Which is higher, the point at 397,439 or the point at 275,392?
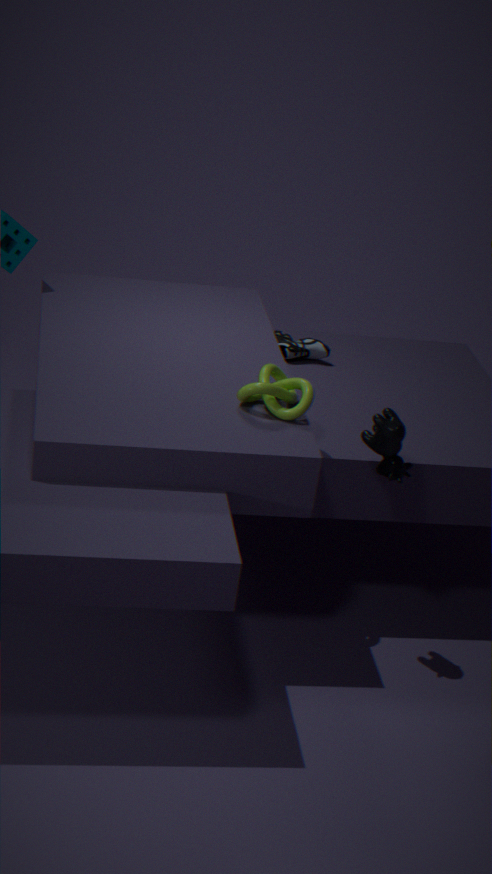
the point at 275,392
